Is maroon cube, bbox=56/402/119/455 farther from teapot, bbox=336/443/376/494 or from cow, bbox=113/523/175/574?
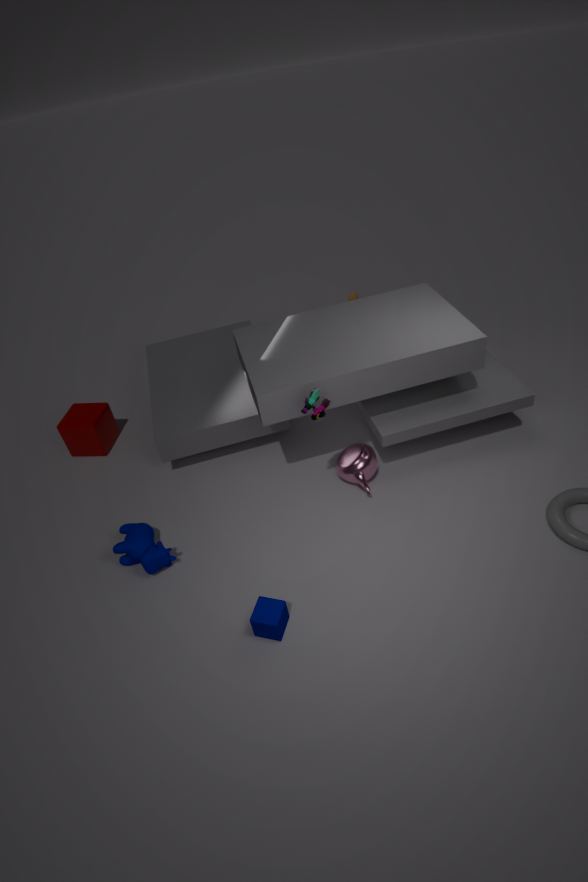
teapot, bbox=336/443/376/494
